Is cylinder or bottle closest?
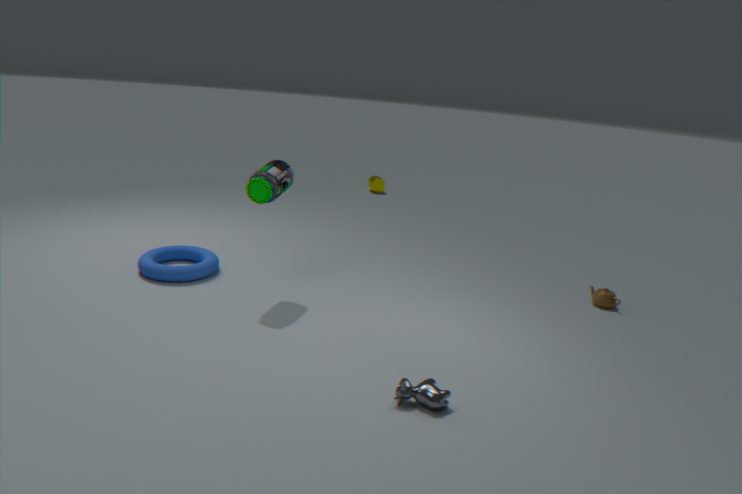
bottle
